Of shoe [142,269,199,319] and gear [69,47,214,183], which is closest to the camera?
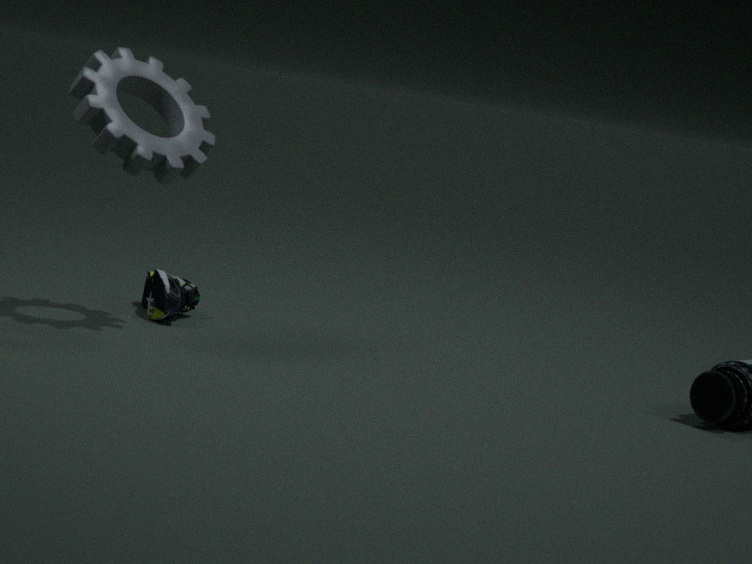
gear [69,47,214,183]
